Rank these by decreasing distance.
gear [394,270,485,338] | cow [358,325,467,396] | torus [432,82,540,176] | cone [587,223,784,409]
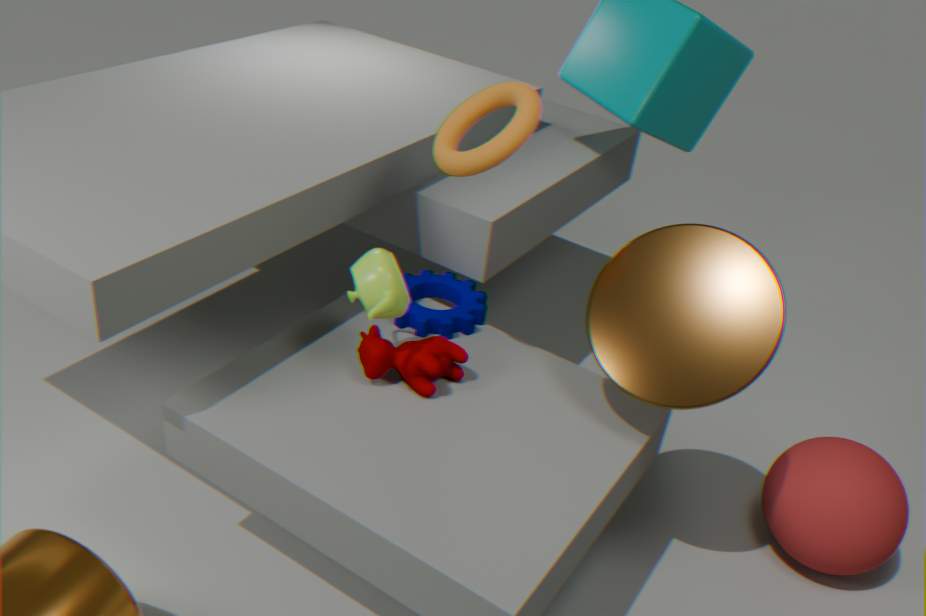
1. gear [394,270,485,338]
2. cow [358,325,467,396]
3. cone [587,223,784,409]
4. torus [432,82,540,176]
